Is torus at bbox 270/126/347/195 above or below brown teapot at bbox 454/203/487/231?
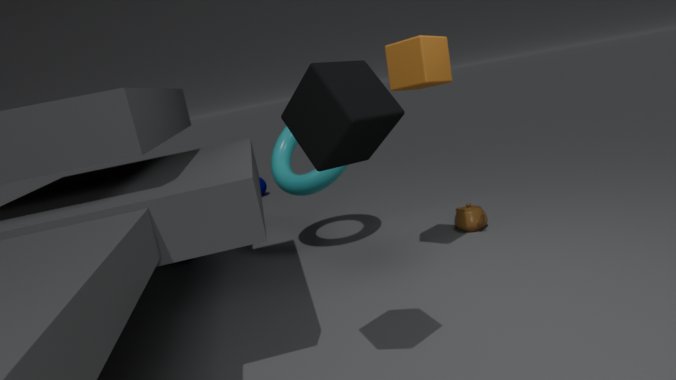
above
